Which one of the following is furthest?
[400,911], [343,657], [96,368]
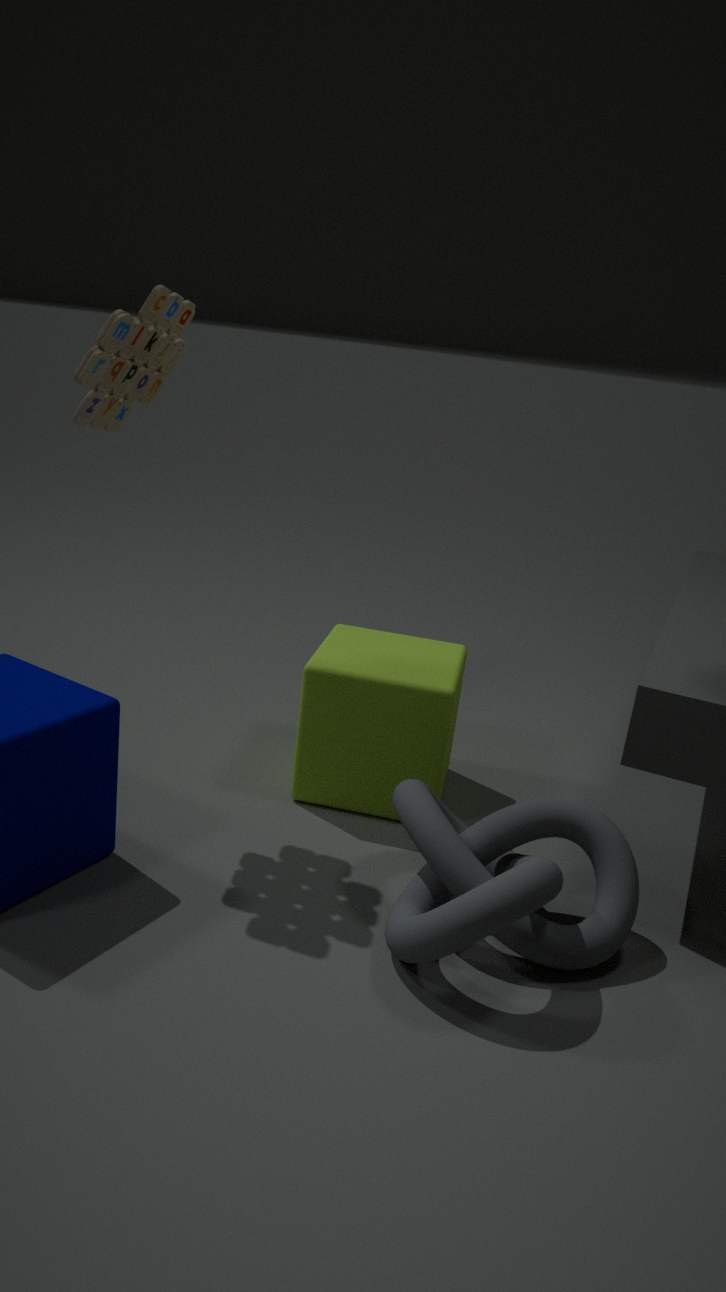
[343,657]
